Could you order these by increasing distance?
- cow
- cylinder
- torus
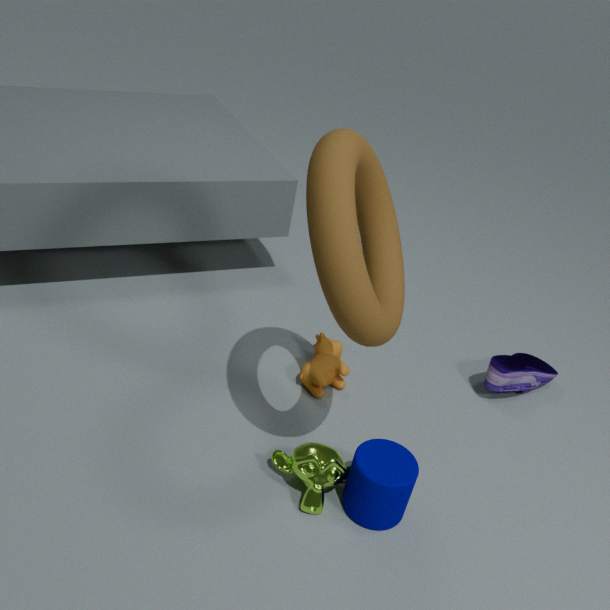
torus
cylinder
cow
